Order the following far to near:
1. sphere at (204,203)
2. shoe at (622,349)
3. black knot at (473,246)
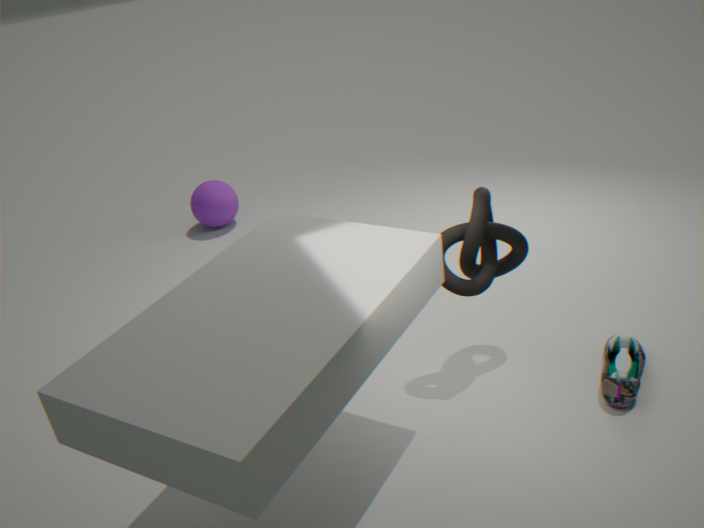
sphere at (204,203)
black knot at (473,246)
shoe at (622,349)
